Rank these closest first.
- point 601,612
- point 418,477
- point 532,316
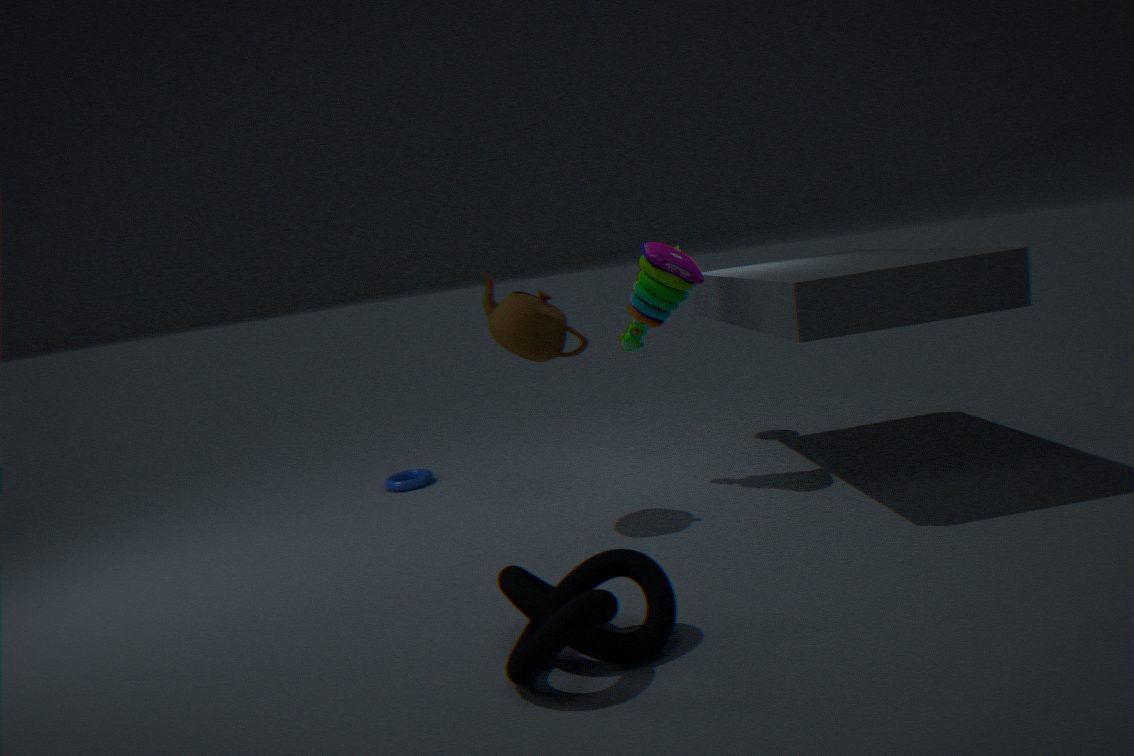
point 601,612, point 532,316, point 418,477
